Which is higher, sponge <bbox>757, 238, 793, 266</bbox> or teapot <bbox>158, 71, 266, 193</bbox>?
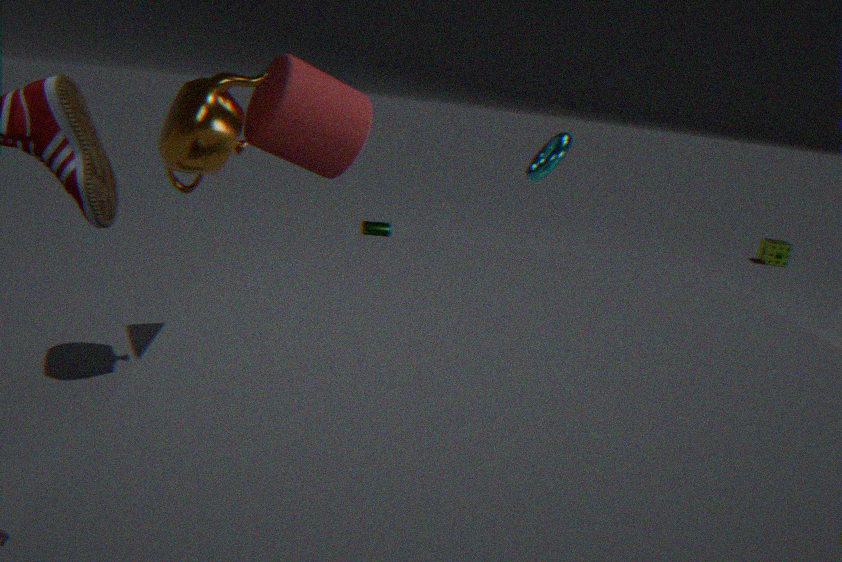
teapot <bbox>158, 71, 266, 193</bbox>
